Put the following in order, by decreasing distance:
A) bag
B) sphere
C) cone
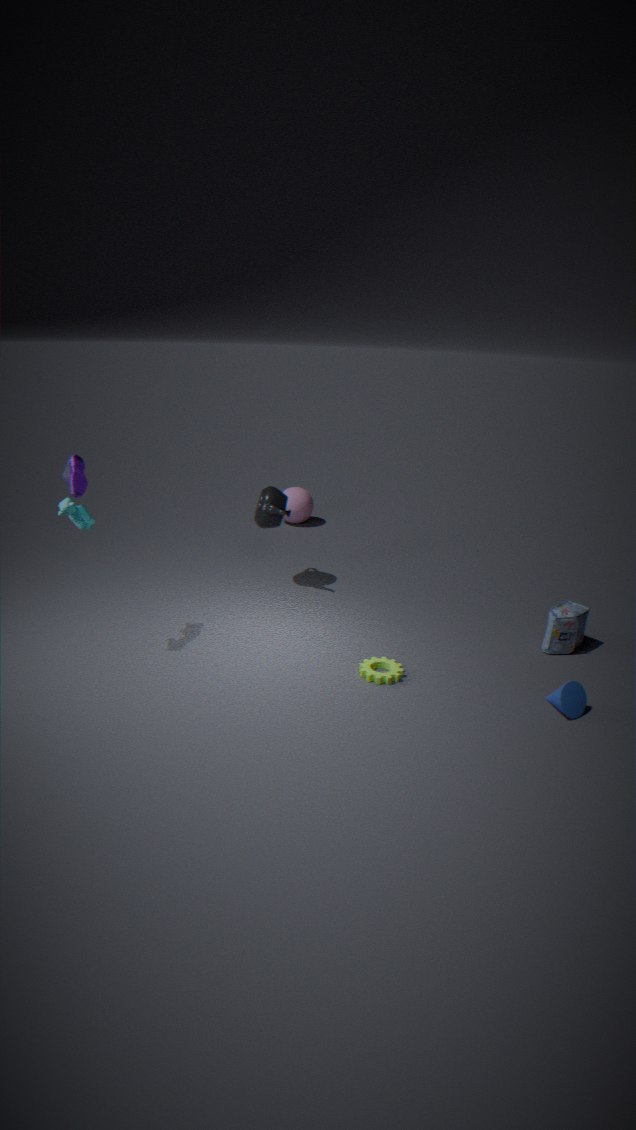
sphere, bag, cone
